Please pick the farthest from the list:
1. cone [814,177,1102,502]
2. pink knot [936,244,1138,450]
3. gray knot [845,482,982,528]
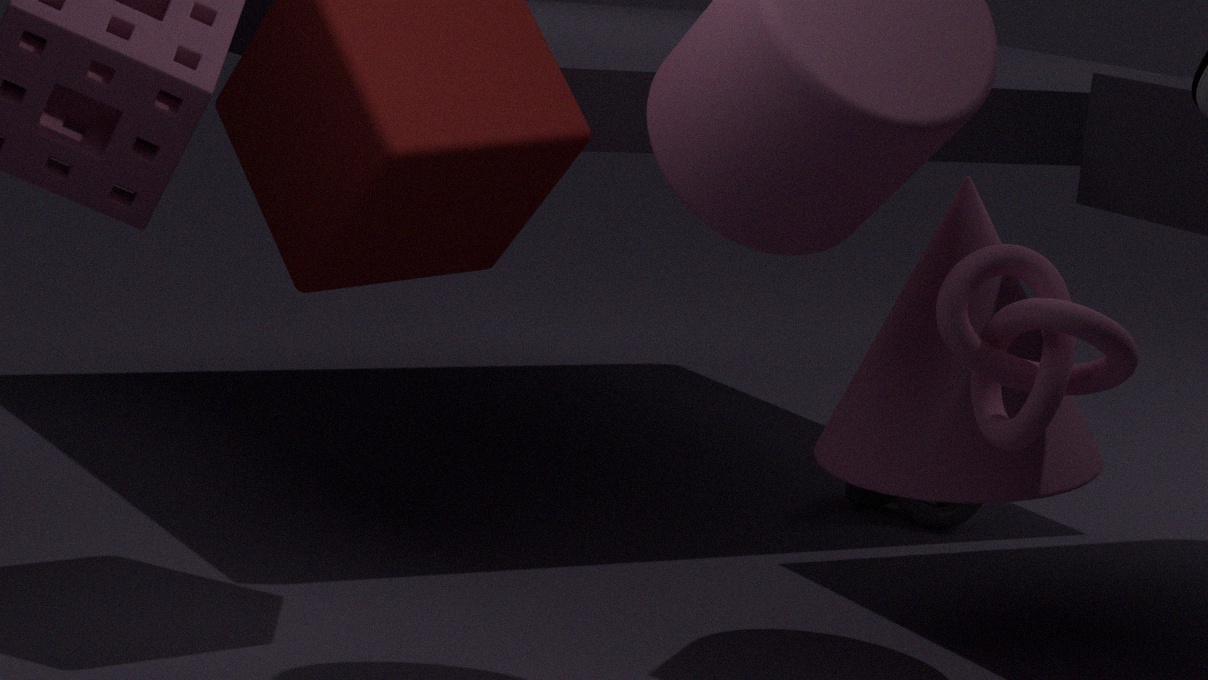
gray knot [845,482,982,528]
